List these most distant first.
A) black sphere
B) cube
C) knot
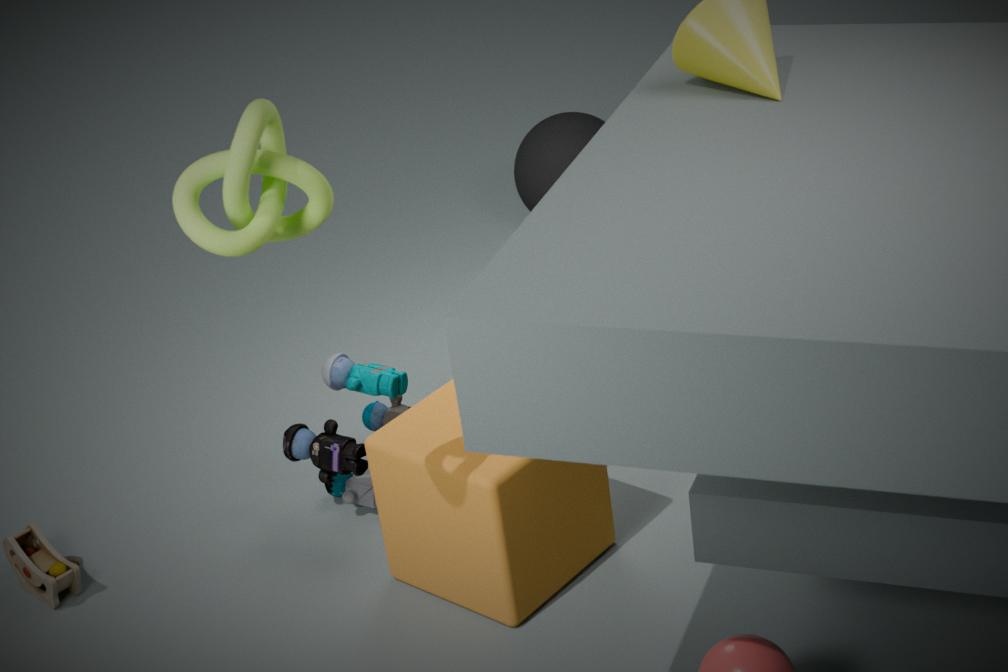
1. black sphere
2. cube
3. knot
